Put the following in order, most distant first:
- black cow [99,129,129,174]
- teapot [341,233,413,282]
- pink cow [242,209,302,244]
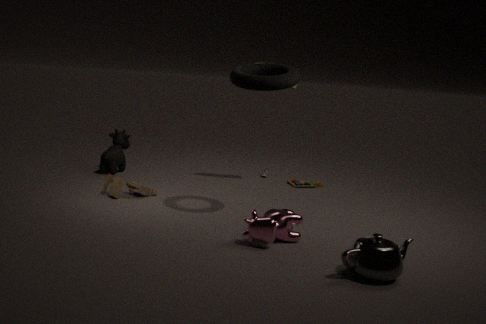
black cow [99,129,129,174] → pink cow [242,209,302,244] → teapot [341,233,413,282]
